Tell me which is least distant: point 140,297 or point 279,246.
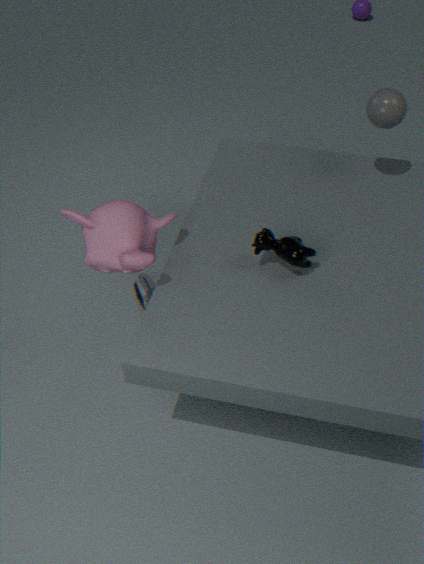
point 279,246
